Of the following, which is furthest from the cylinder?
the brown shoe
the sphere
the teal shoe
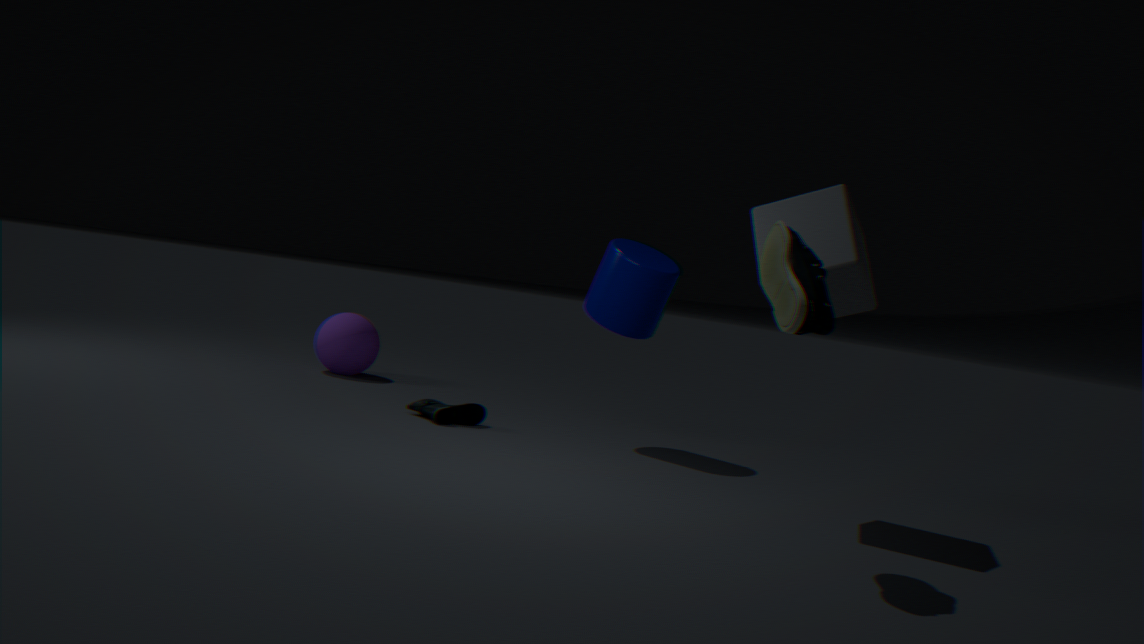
the sphere
